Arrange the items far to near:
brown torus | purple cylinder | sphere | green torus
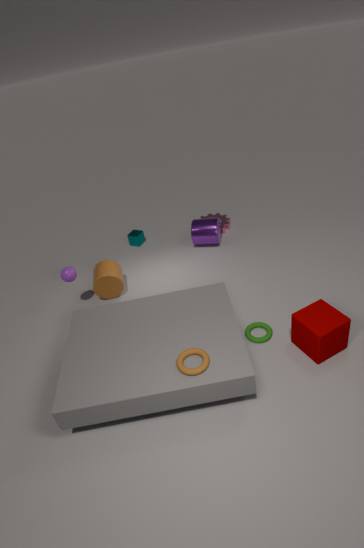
purple cylinder, sphere, green torus, brown torus
